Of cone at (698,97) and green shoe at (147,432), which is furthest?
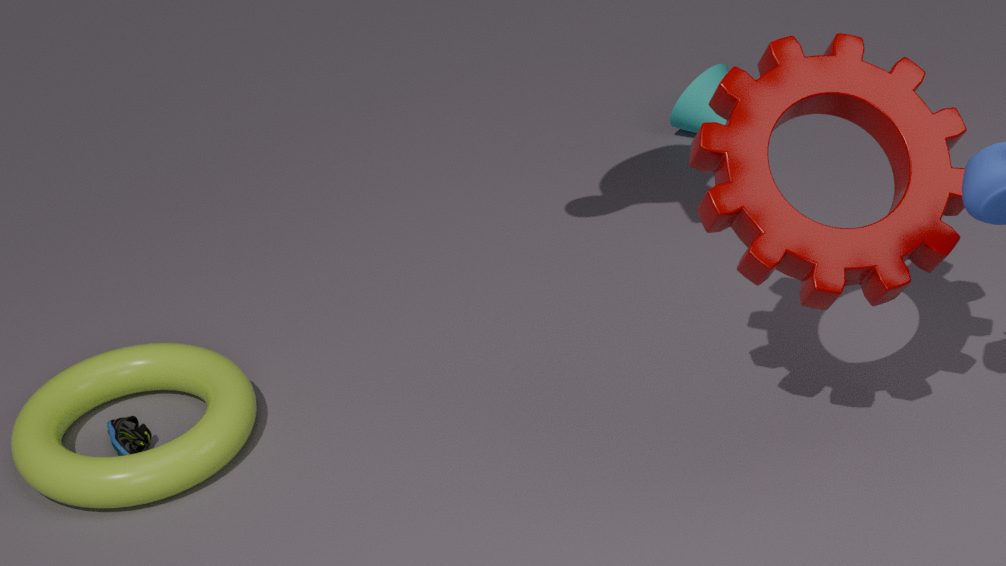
cone at (698,97)
